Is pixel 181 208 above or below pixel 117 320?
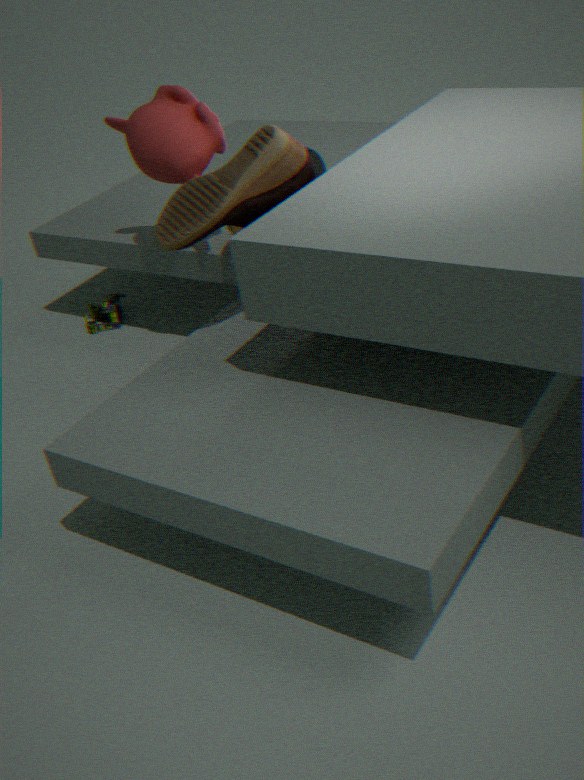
above
